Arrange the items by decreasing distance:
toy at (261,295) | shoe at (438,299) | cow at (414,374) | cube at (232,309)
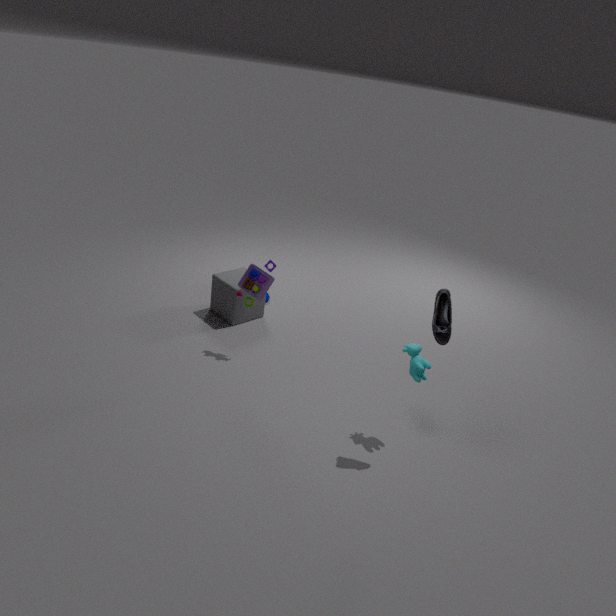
cube at (232,309) < toy at (261,295) < cow at (414,374) < shoe at (438,299)
